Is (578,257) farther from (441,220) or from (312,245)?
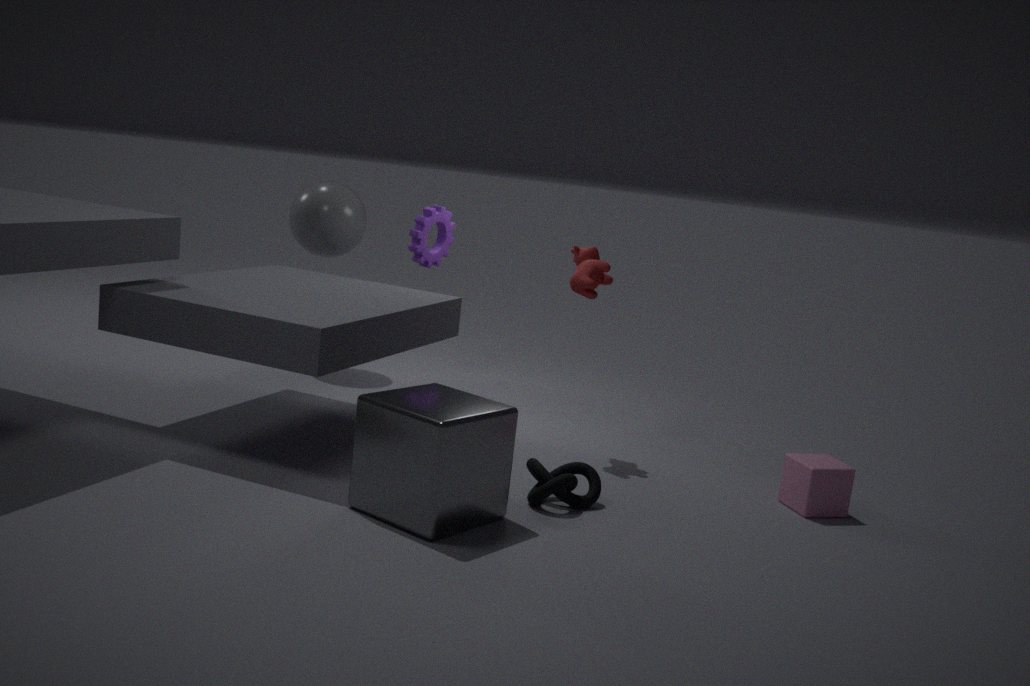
(312,245)
